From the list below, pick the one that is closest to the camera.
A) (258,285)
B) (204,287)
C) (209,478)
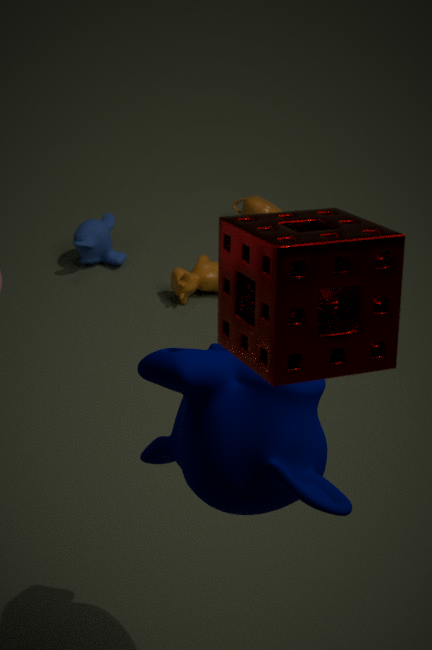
(258,285)
